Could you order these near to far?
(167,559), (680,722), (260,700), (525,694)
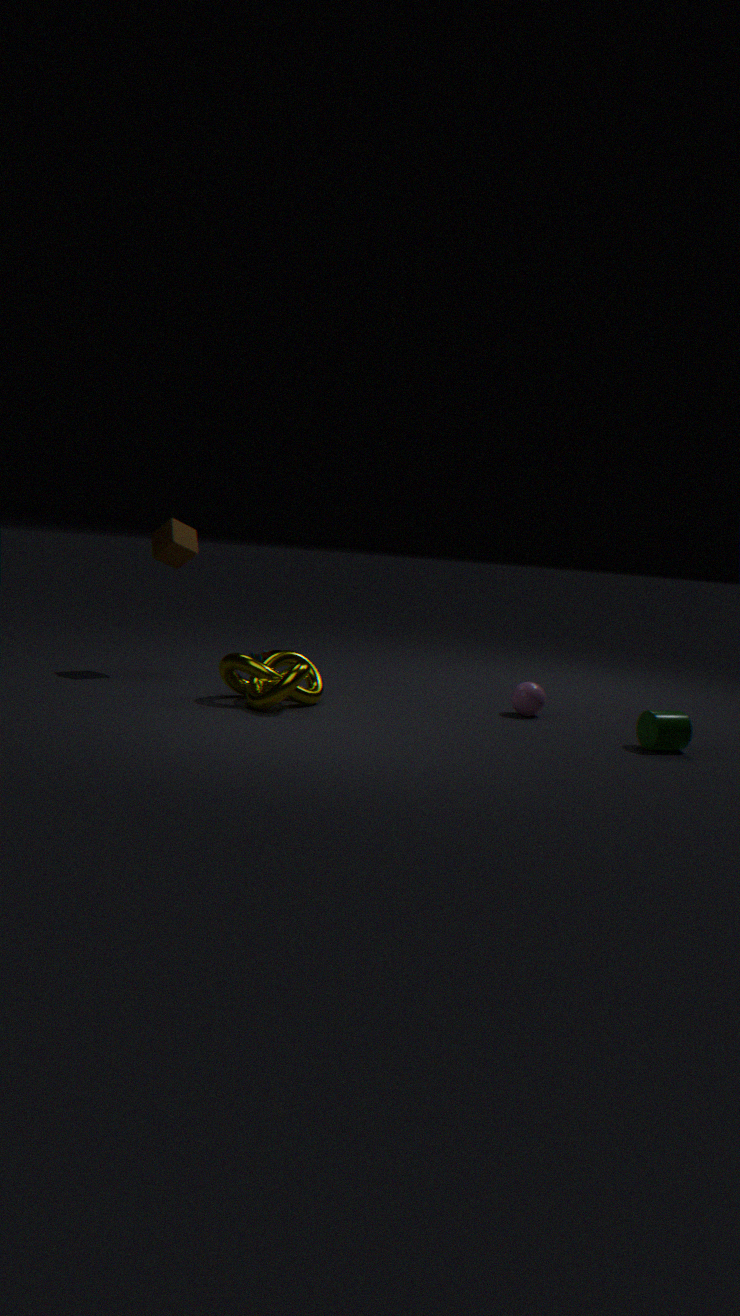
(680,722)
(260,700)
(525,694)
(167,559)
